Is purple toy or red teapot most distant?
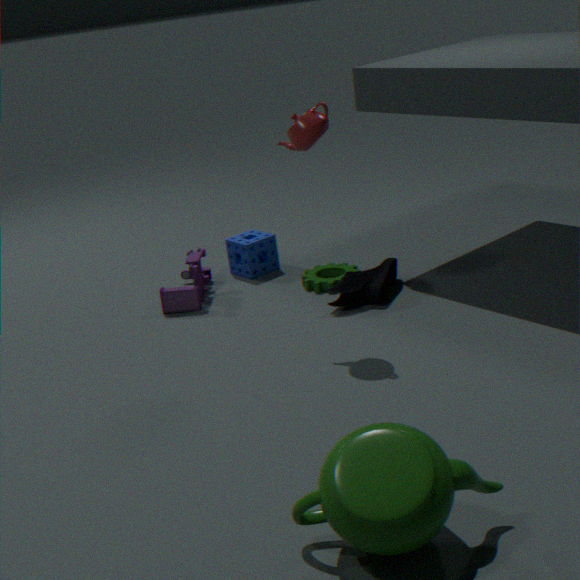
purple toy
